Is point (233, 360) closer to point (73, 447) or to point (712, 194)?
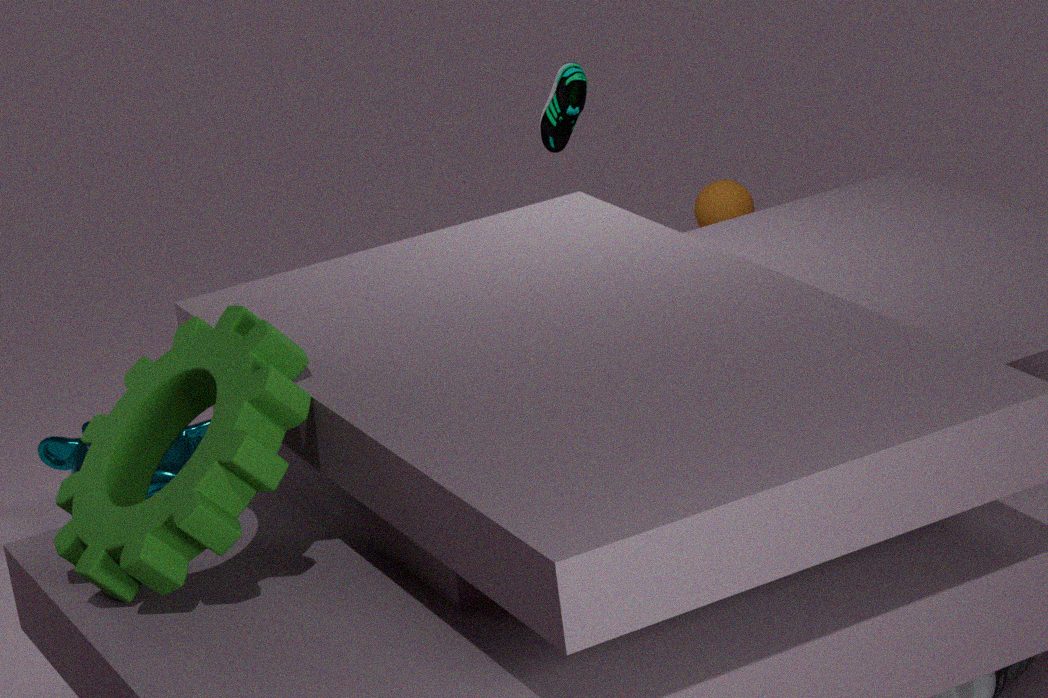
point (73, 447)
